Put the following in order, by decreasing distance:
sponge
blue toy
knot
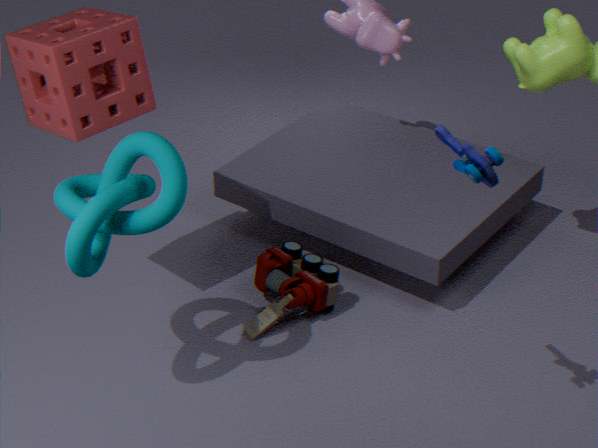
1. sponge
2. knot
3. blue toy
